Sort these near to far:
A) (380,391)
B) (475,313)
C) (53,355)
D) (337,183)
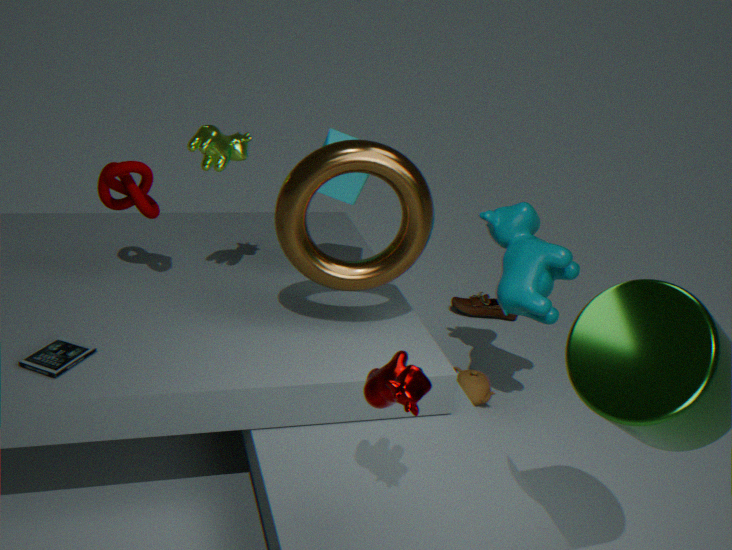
(380,391)
(53,355)
(337,183)
(475,313)
